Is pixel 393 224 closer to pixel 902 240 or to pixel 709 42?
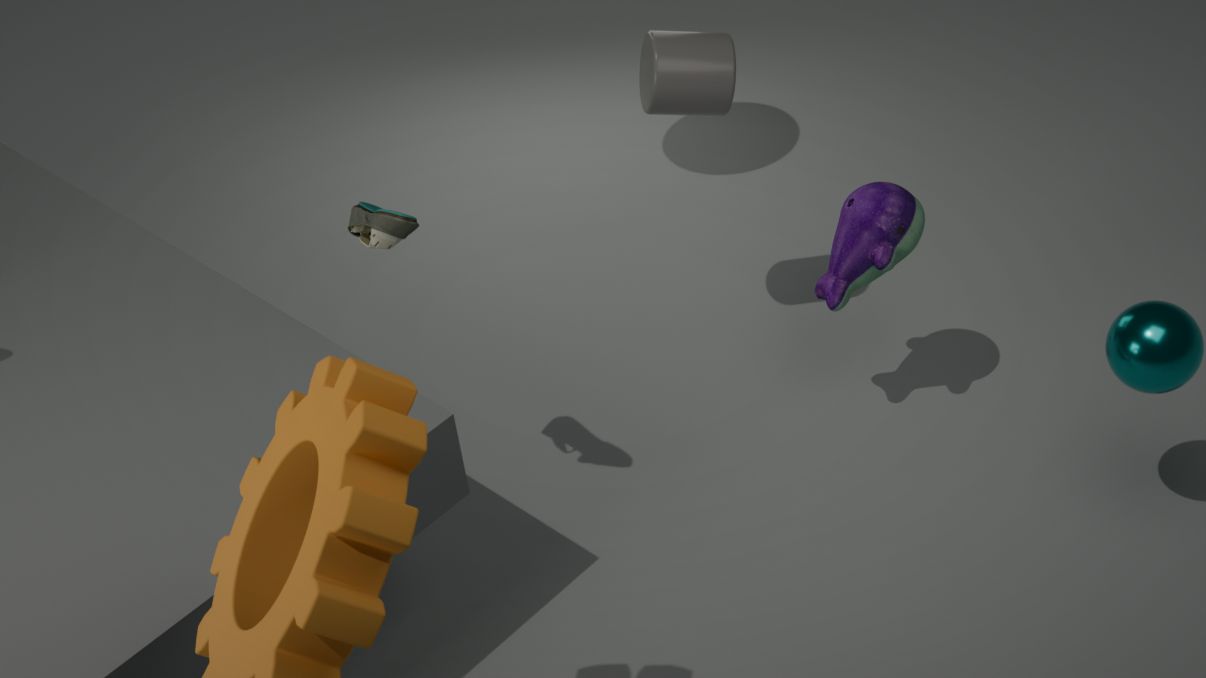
pixel 709 42
